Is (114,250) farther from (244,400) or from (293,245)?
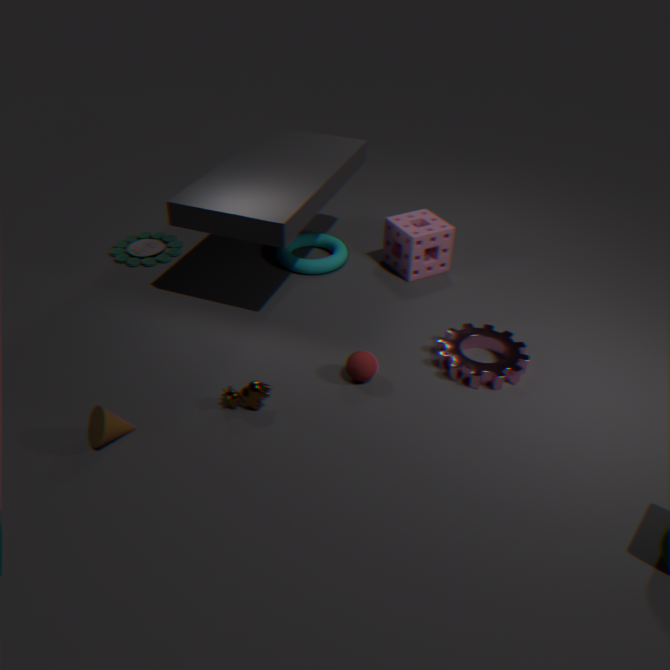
(244,400)
